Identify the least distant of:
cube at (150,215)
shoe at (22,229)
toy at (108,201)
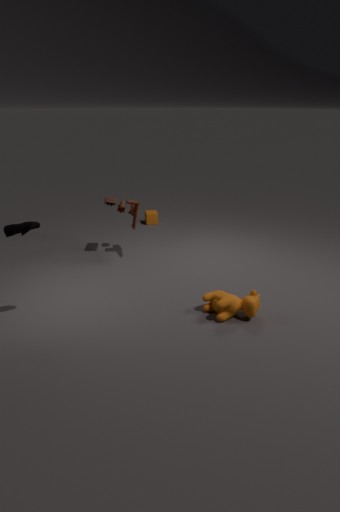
shoe at (22,229)
